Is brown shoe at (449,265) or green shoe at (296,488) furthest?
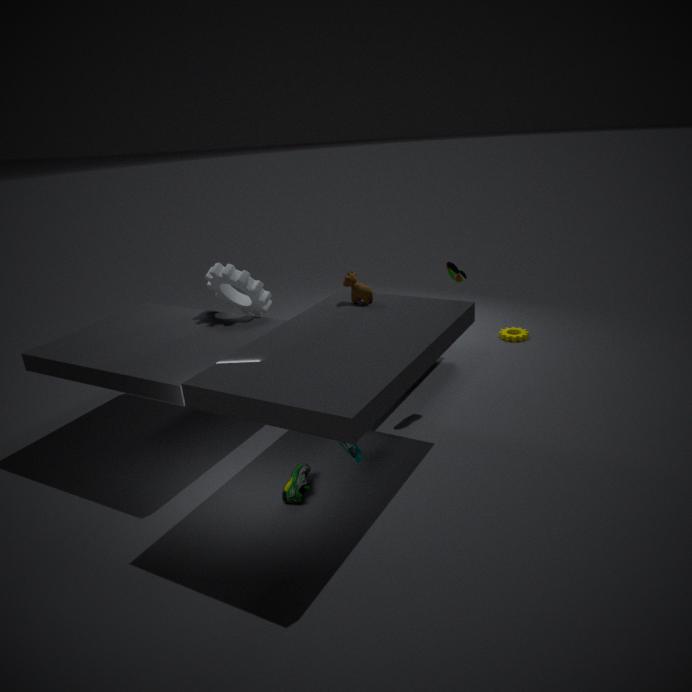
brown shoe at (449,265)
